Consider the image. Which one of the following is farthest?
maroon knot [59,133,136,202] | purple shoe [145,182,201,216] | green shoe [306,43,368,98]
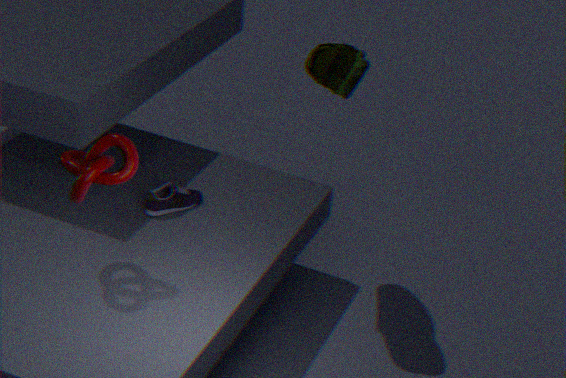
purple shoe [145,182,201,216]
